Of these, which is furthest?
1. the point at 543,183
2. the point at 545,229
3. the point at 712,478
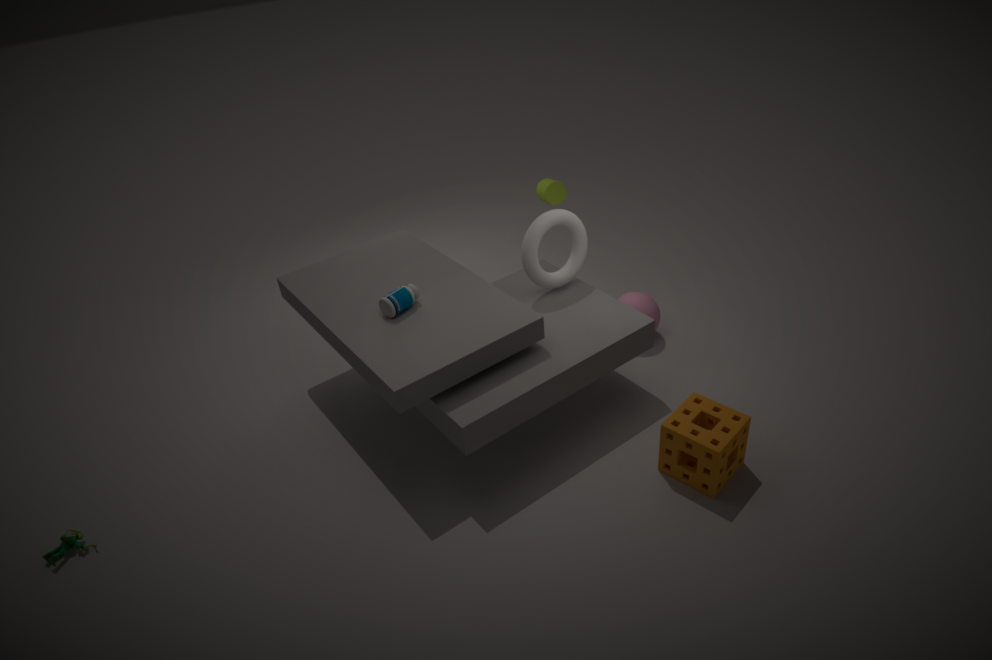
the point at 543,183
